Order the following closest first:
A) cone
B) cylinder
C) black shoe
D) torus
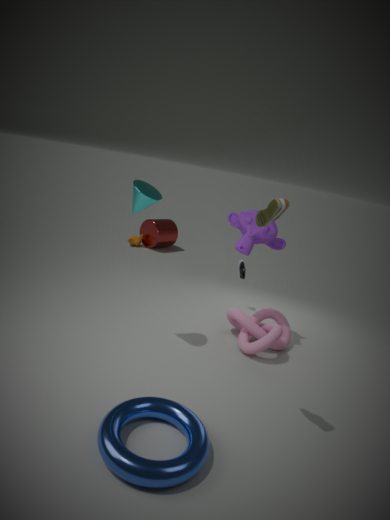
torus, cone, black shoe, cylinder
